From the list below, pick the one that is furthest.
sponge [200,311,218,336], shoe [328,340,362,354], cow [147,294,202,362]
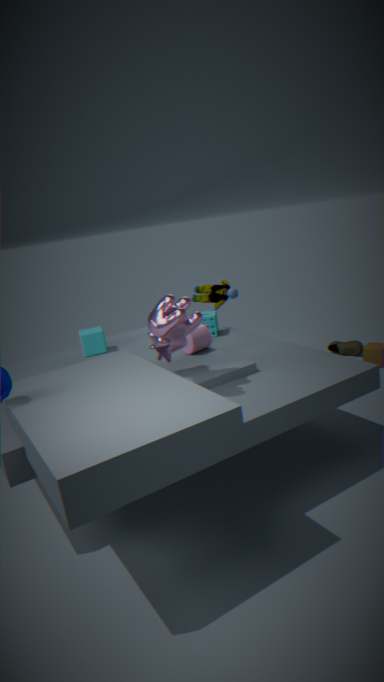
shoe [328,340,362,354]
